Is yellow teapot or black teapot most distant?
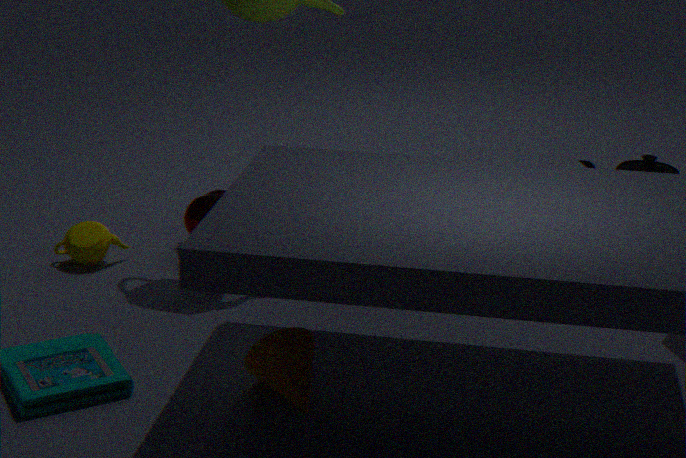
black teapot
